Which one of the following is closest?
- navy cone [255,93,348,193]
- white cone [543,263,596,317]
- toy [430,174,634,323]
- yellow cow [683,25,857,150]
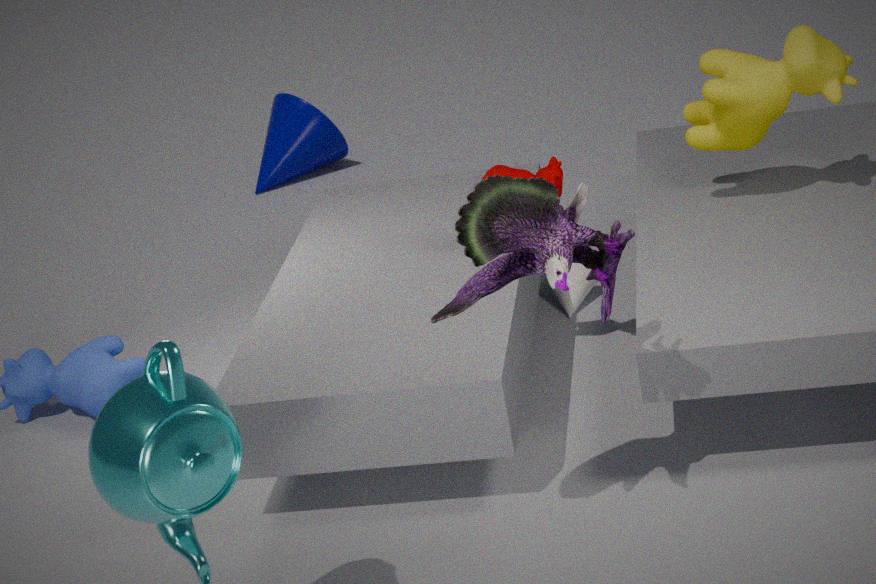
toy [430,174,634,323]
